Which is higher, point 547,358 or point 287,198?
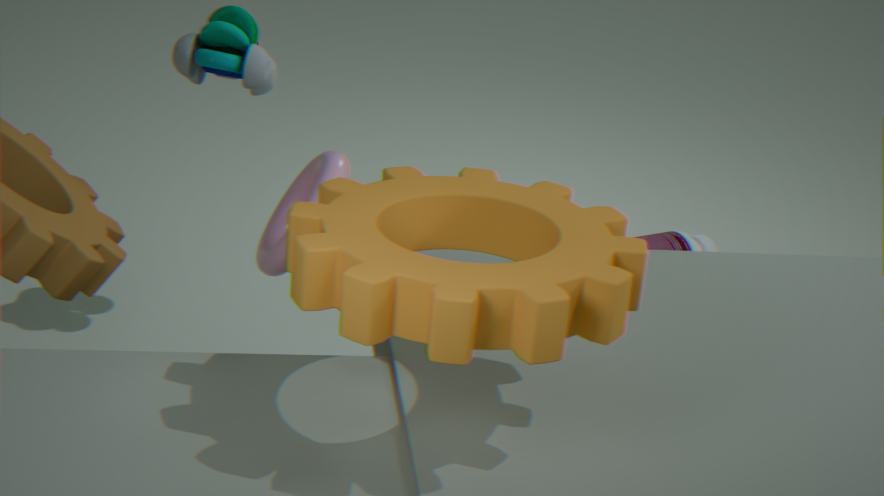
point 547,358
